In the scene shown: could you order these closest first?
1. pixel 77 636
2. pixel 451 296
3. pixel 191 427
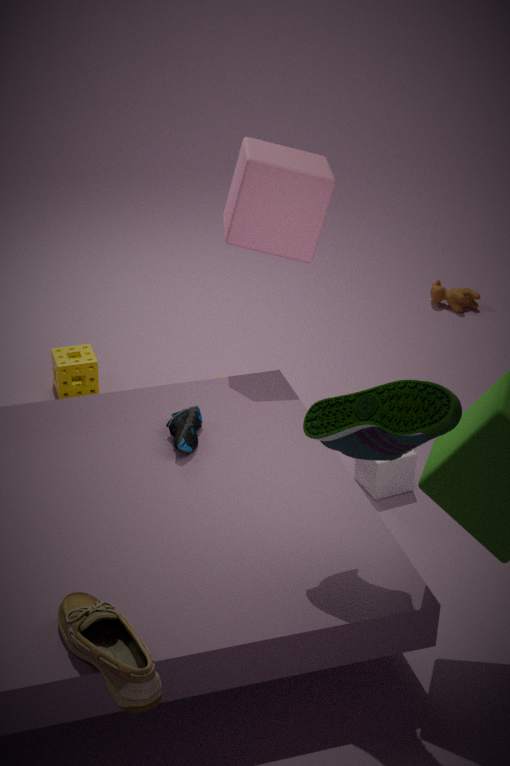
pixel 77 636, pixel 191 427, pixel 451 296
